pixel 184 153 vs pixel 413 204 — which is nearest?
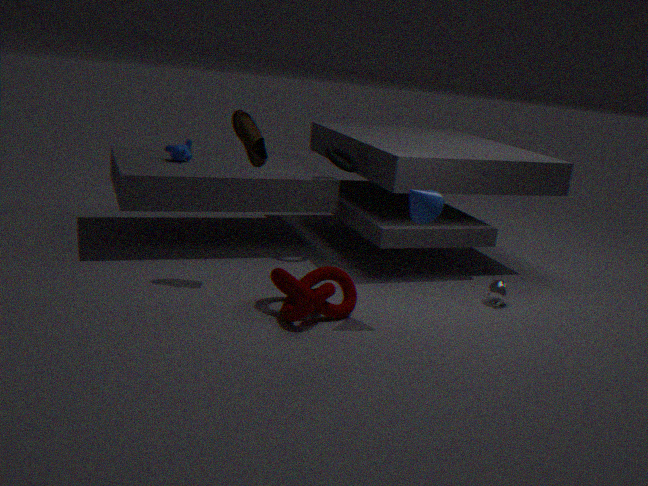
pixel 413 204
